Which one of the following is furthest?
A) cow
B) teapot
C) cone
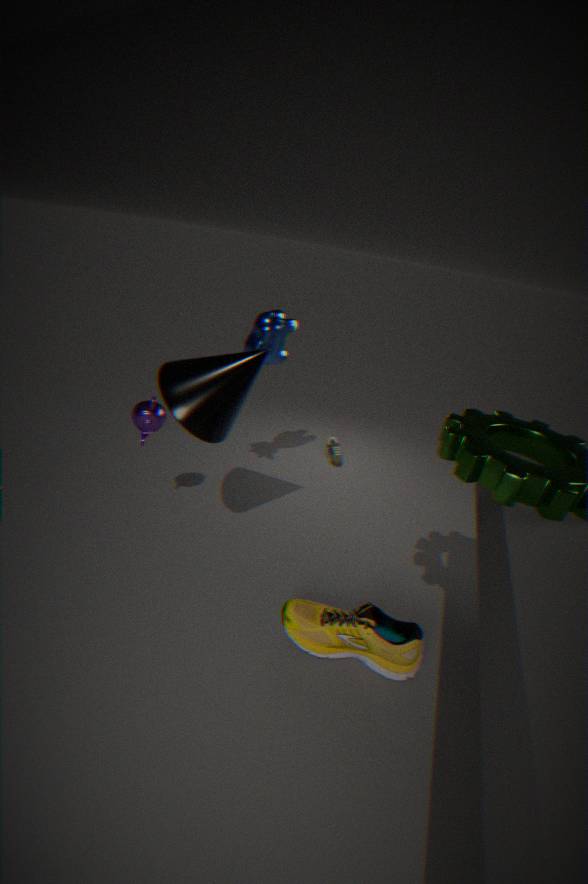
cow
